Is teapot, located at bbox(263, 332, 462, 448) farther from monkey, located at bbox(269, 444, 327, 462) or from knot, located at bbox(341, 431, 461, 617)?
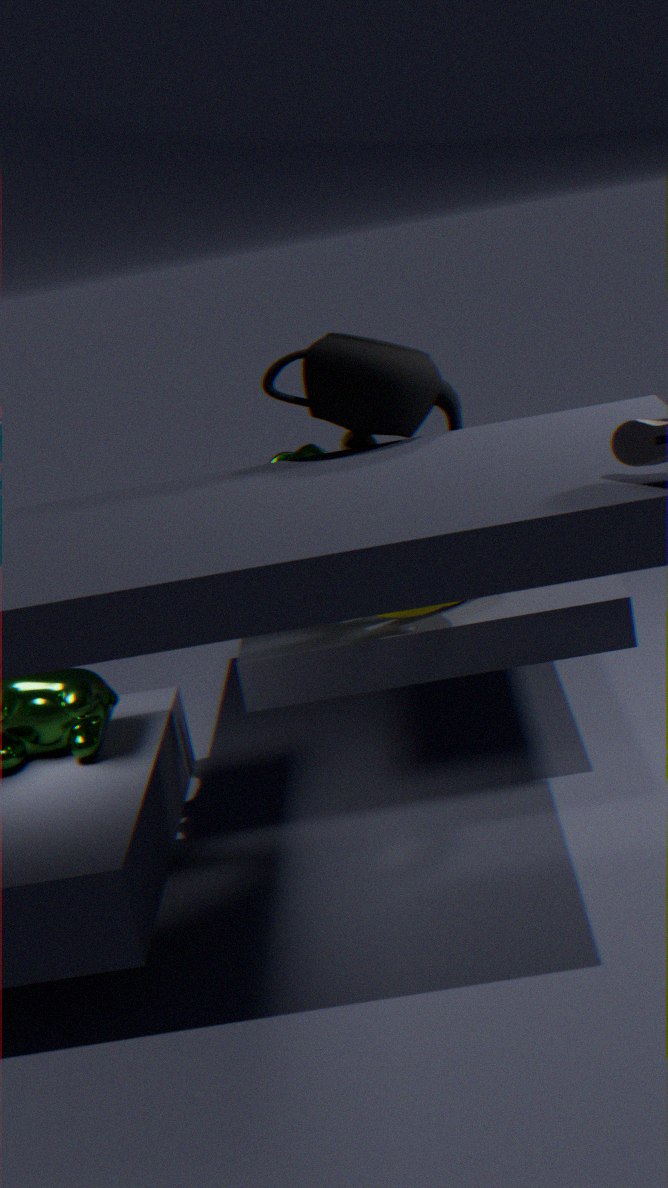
monkey, located at bbox(269, 444, 327, 462)
